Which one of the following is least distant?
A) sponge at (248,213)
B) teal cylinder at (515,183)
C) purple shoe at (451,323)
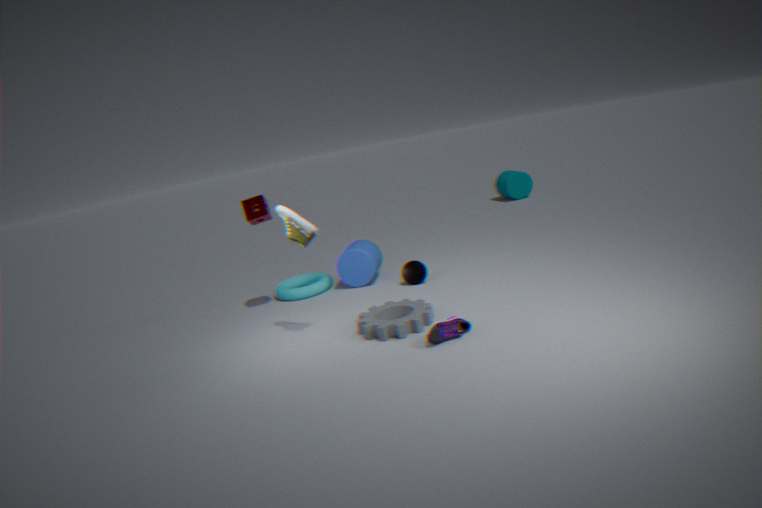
purple shoe at (451,323)
